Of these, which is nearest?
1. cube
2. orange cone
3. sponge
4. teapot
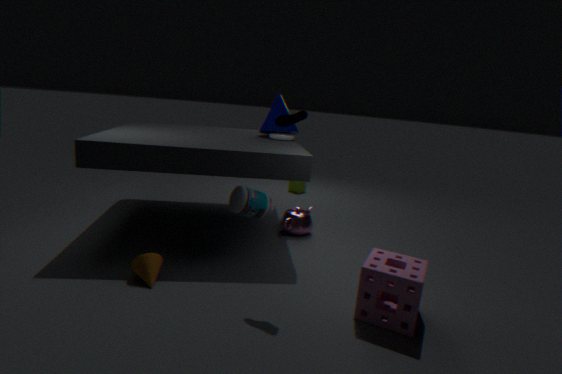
sponge
